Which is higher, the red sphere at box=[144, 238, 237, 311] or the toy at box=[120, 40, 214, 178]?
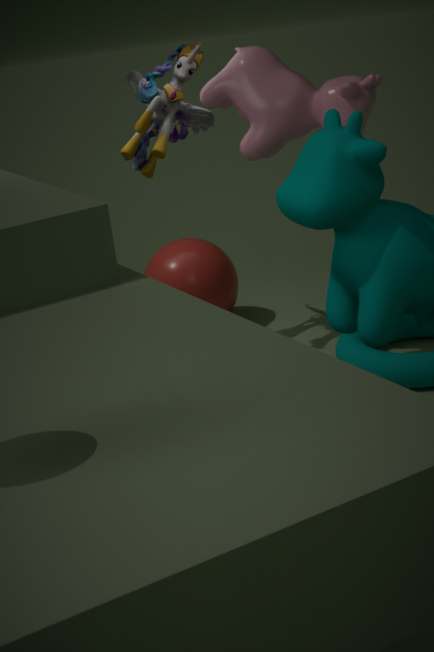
the toy at box=[120, 40, 214, 178]
